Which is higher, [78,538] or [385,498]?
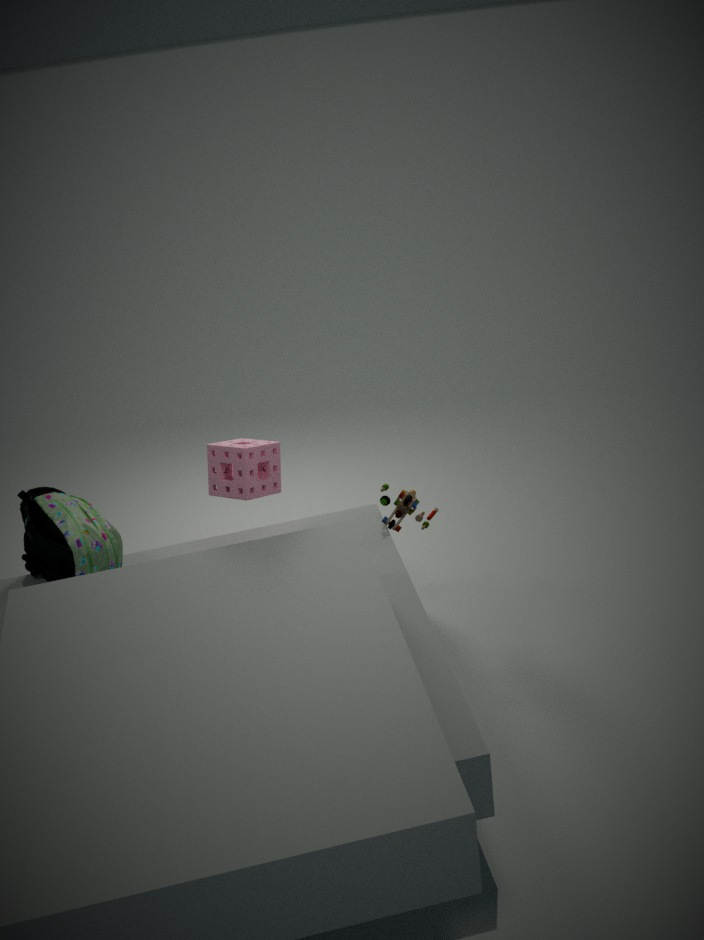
[78,538]
